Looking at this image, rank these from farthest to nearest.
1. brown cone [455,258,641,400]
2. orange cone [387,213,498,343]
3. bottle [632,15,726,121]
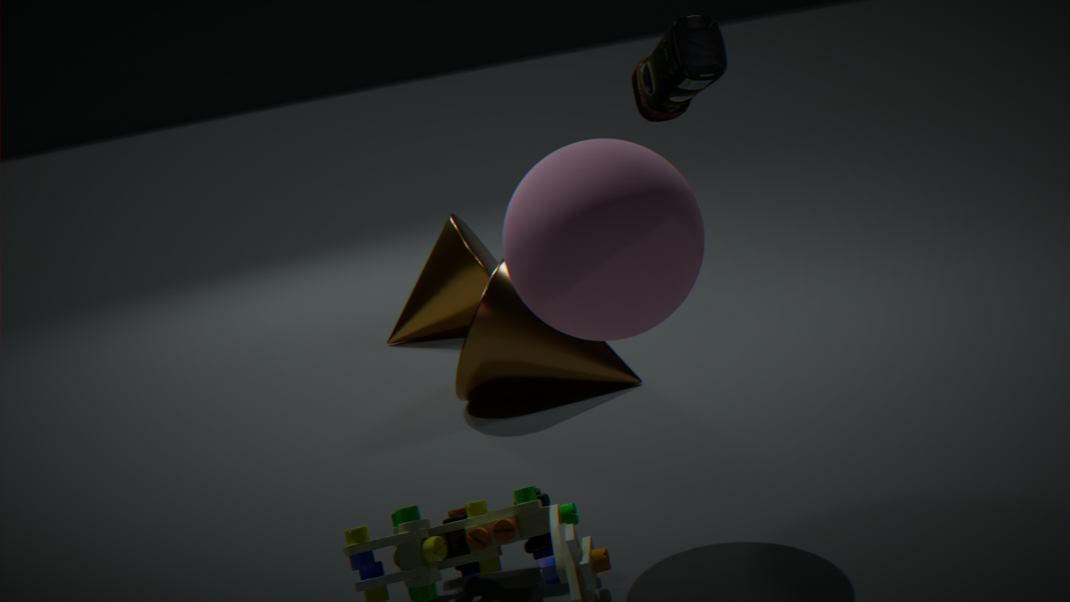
orange cone [387,213,498,343]
brown cone [455,258,641,400]
bottle [632,15,726,121]
